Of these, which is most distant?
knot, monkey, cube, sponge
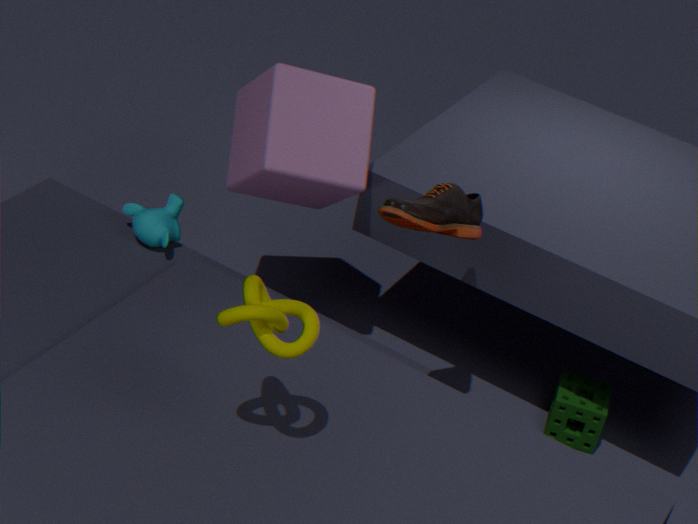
monkey
